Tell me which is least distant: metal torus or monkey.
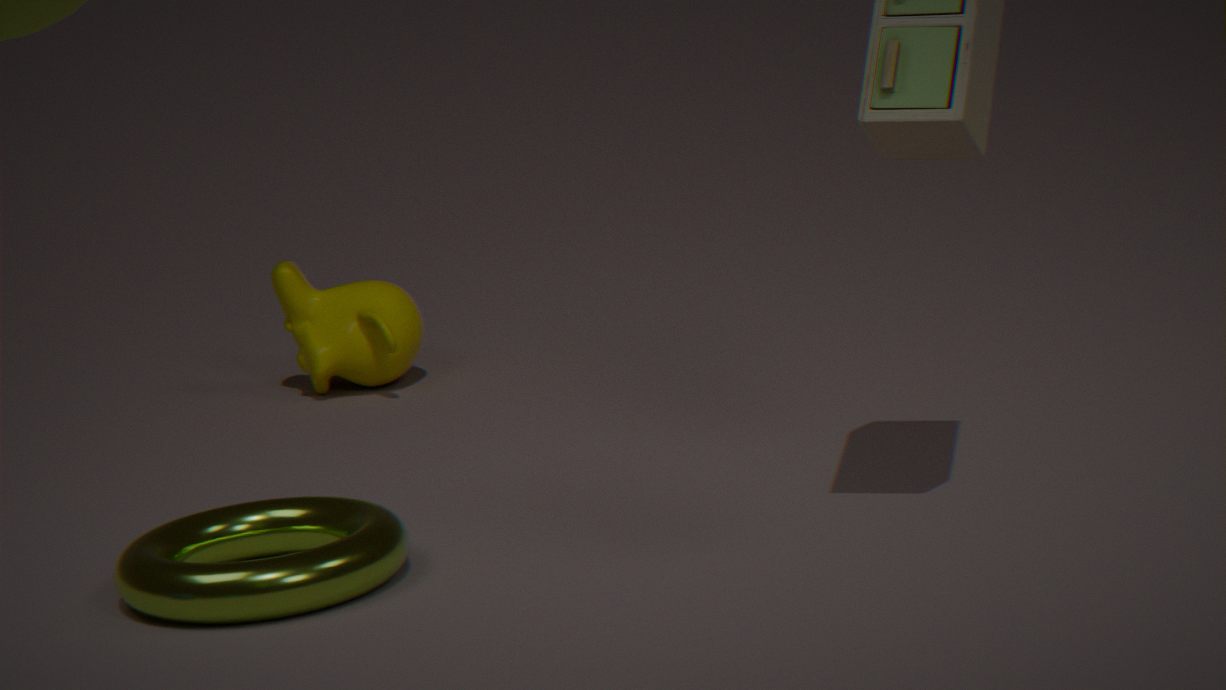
metal torus
